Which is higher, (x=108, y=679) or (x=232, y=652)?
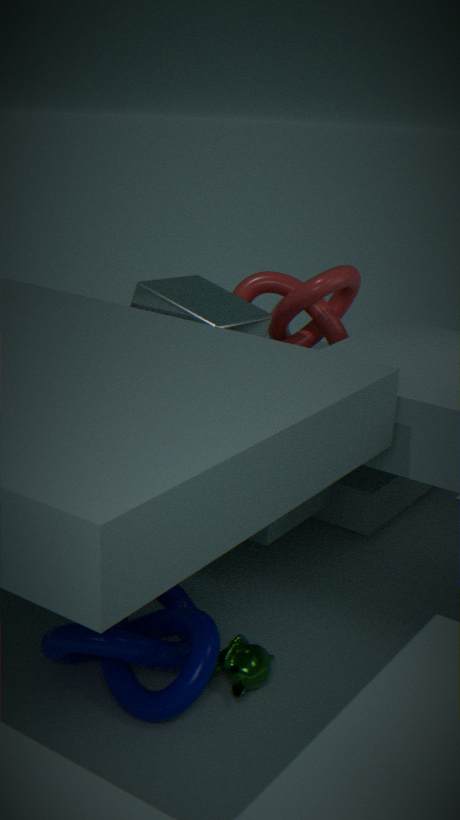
(x=108, y=679)
